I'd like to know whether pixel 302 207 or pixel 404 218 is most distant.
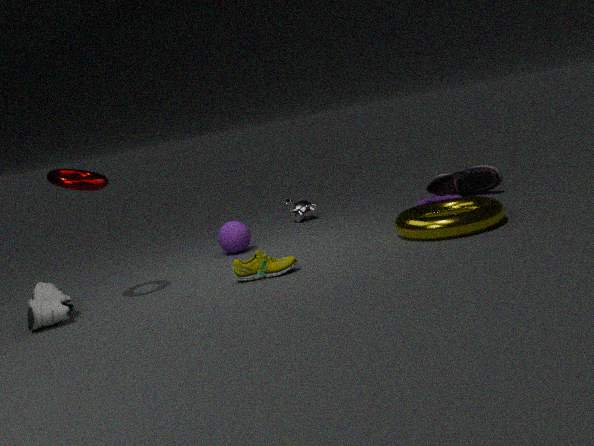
pixel 302 207
